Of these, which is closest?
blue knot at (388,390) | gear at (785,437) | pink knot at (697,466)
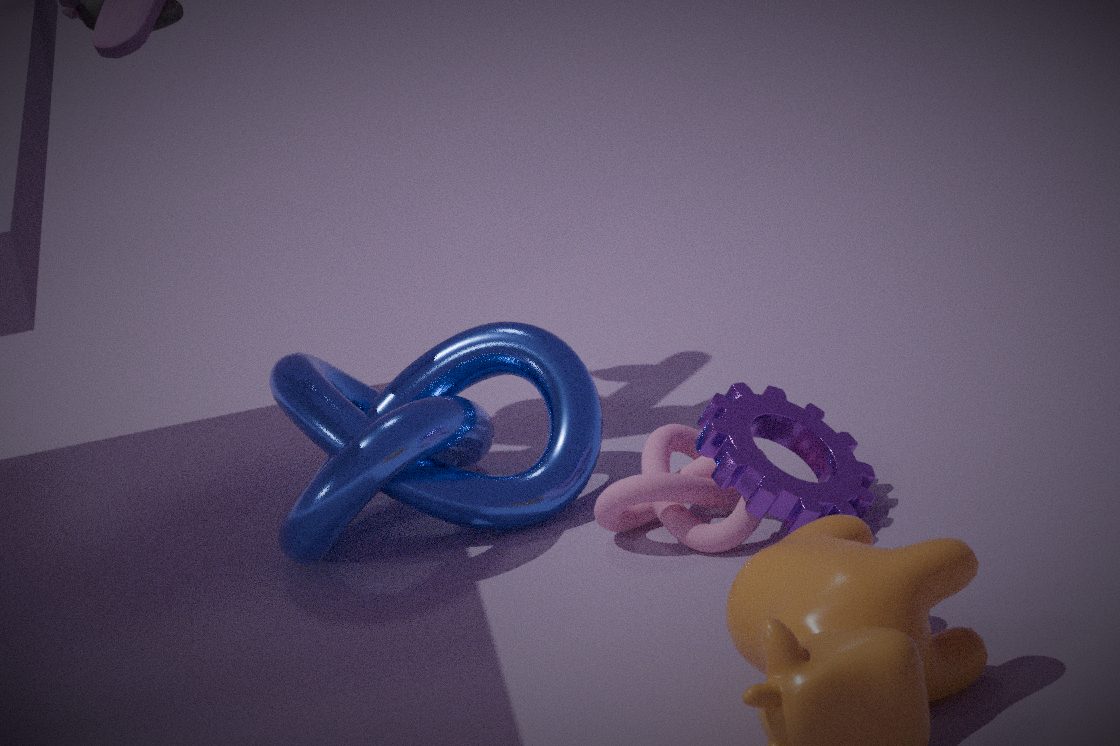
gear at (785,437)
